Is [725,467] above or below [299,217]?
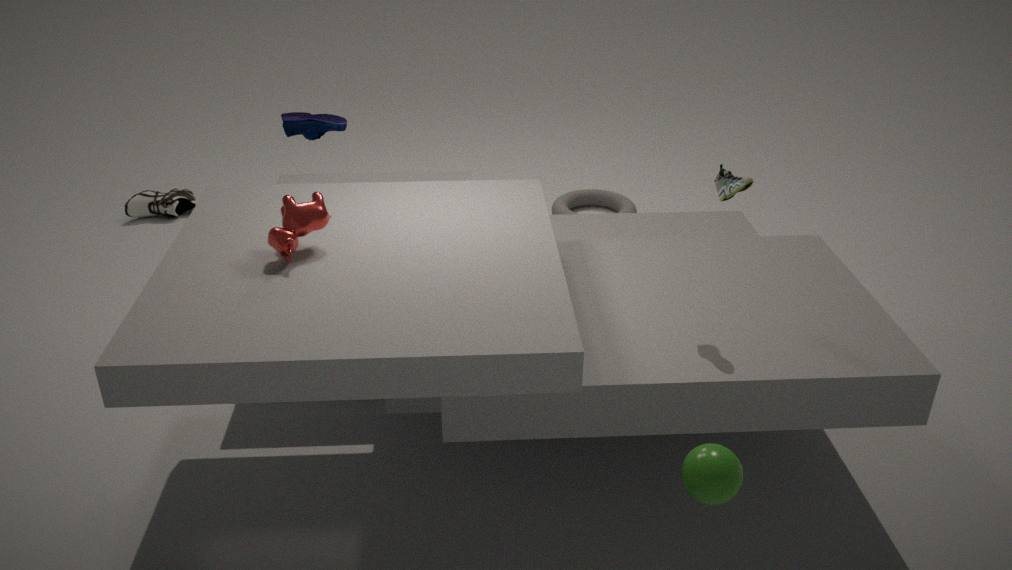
below
